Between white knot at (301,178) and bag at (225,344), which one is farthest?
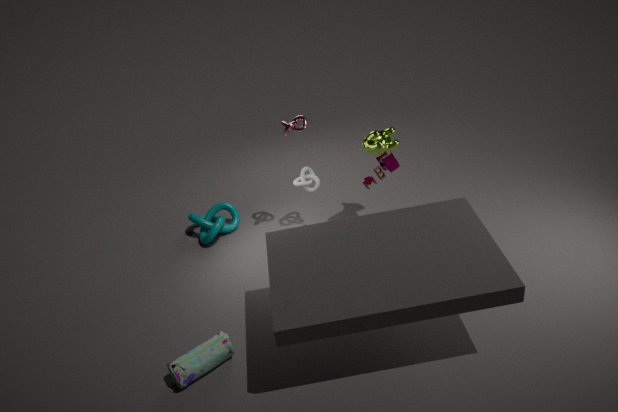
white knot at (301,178)
